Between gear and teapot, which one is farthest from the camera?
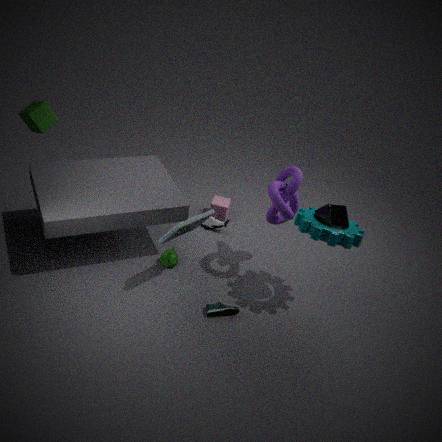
teapot
